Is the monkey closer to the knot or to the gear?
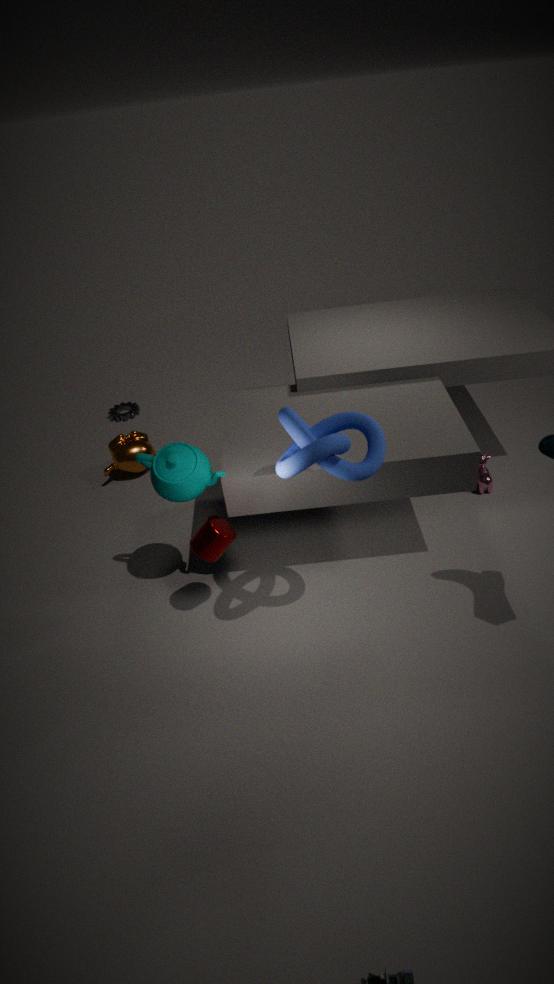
the gear
